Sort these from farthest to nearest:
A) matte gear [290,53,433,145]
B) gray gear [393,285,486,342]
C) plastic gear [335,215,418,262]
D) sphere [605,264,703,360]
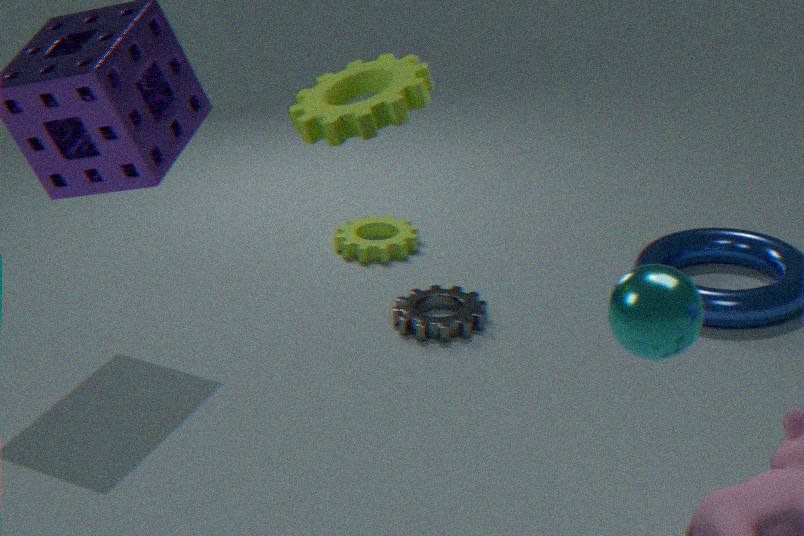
plastic gear [335,215,418,262]
gray gear [393,285,486,342]
matte gear [290,53,433,145]
sphere [605,264,703,360]
